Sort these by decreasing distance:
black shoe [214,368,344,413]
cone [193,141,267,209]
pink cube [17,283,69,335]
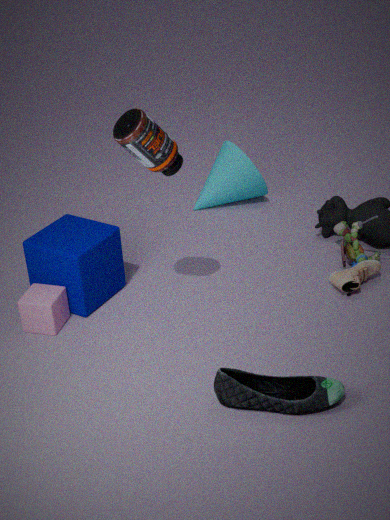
cone [193,141,267,209], pink cube [17,283,69,335], black shoe [214,368,344,413]
